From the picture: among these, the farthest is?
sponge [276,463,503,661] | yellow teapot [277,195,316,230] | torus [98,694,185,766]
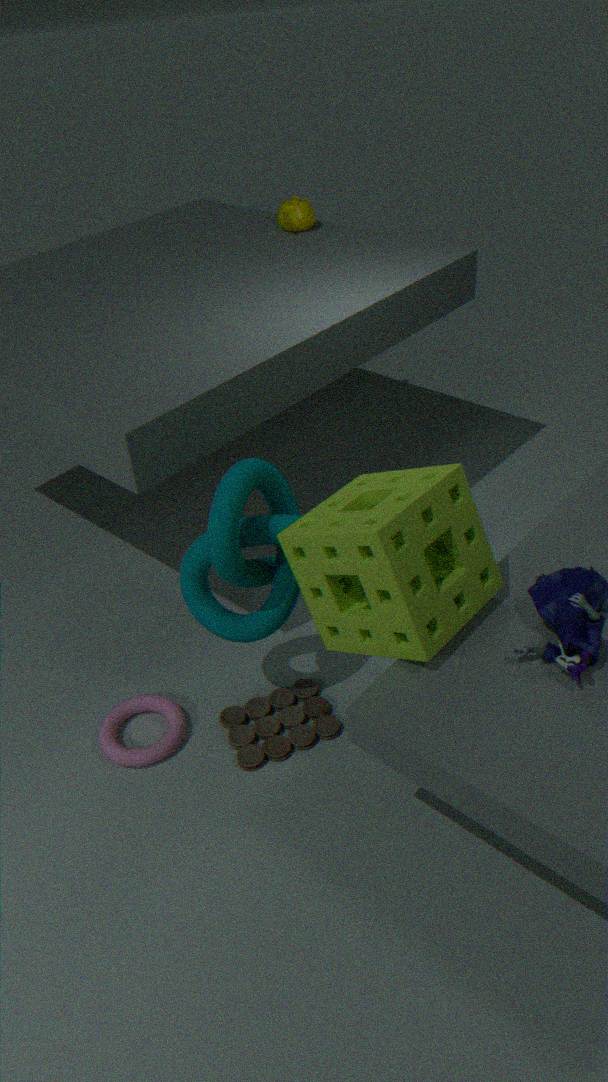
yellow teapot [277,195,316,230]
